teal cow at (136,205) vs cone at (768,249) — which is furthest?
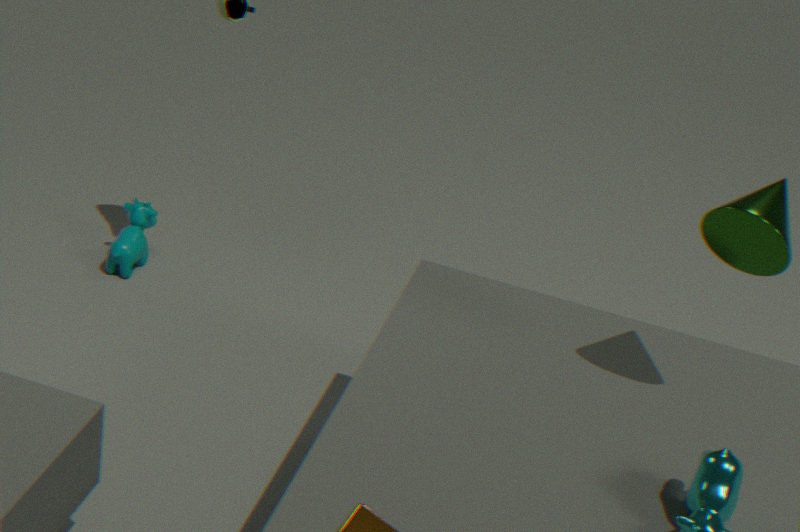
teal cow at (136,205)
